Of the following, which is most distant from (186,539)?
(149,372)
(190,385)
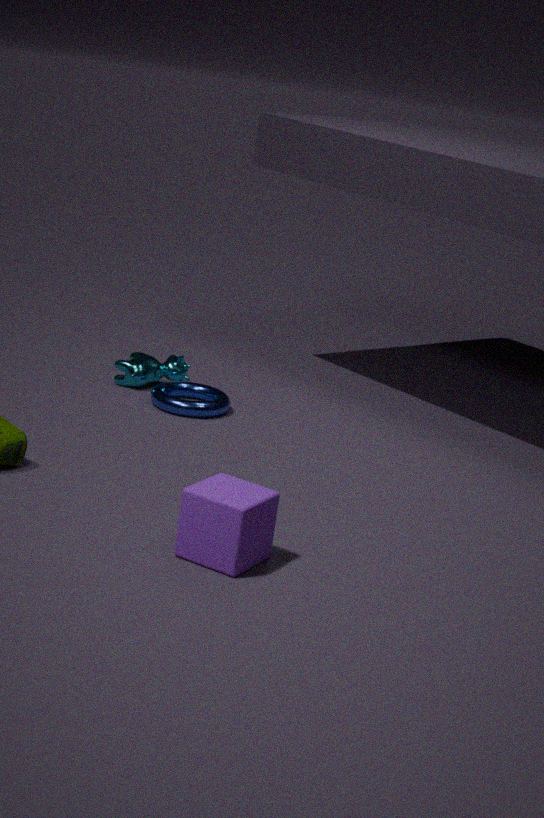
(149,372)
